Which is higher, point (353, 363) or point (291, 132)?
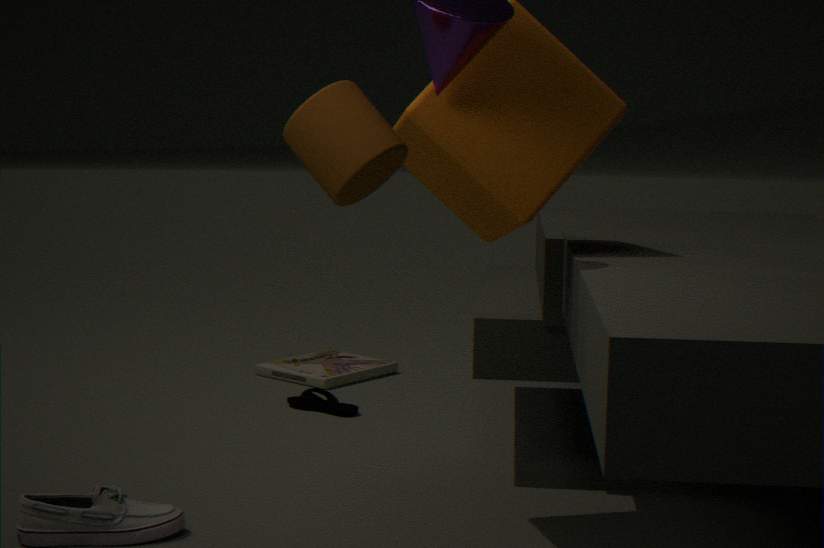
point (291, 132)
